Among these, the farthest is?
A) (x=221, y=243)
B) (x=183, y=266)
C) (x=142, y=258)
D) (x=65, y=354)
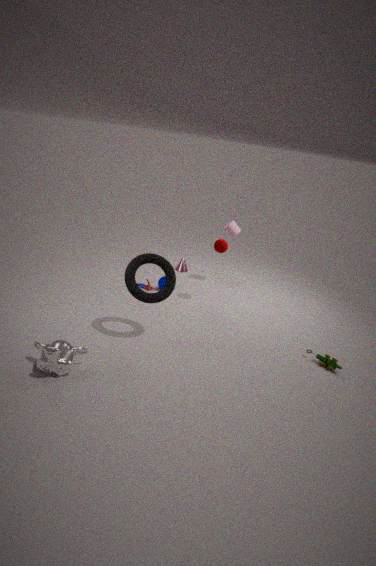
(x=183, y=266)
